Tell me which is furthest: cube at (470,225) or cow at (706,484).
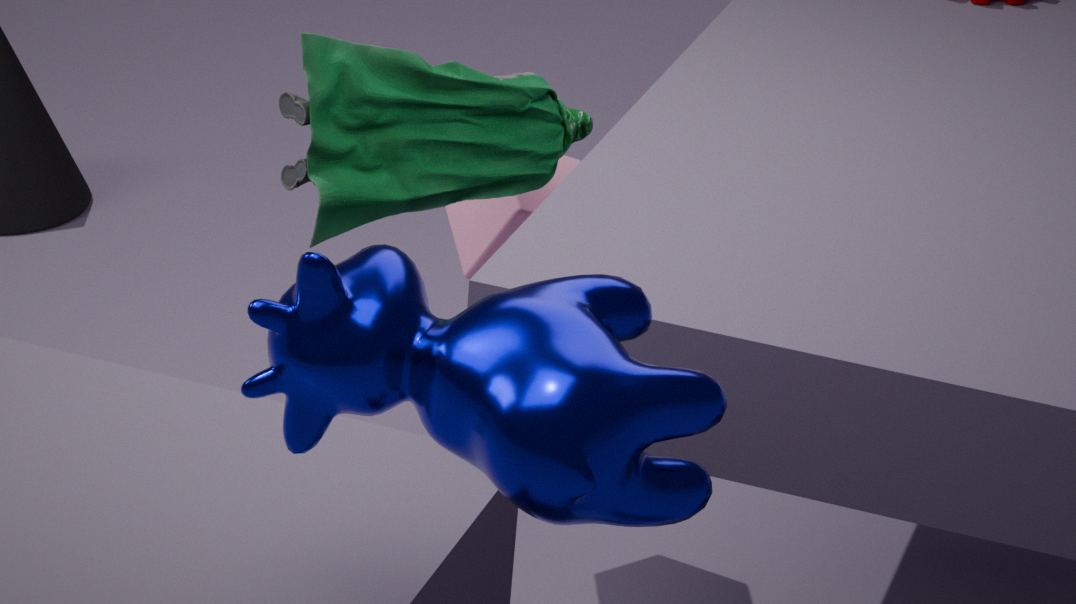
cube at (470,225)
